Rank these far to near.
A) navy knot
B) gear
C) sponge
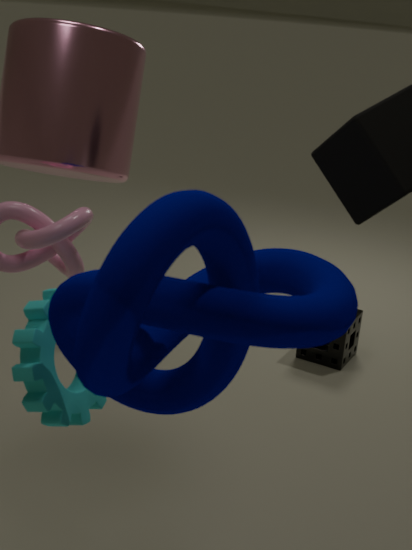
sponge → gear → navy knot
